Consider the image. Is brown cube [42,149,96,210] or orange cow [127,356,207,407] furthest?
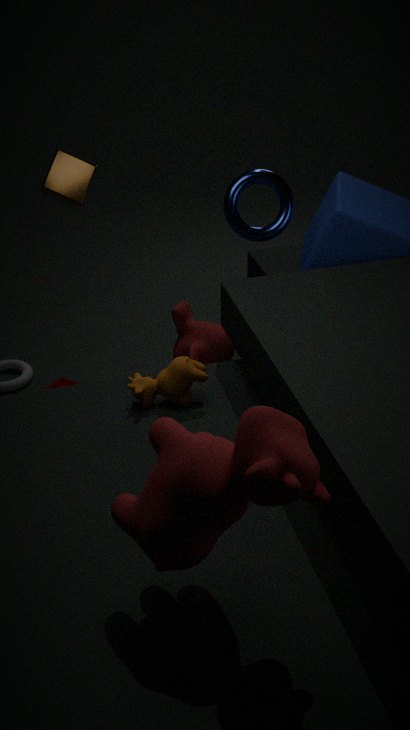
brown cube [42,149,96,210]
